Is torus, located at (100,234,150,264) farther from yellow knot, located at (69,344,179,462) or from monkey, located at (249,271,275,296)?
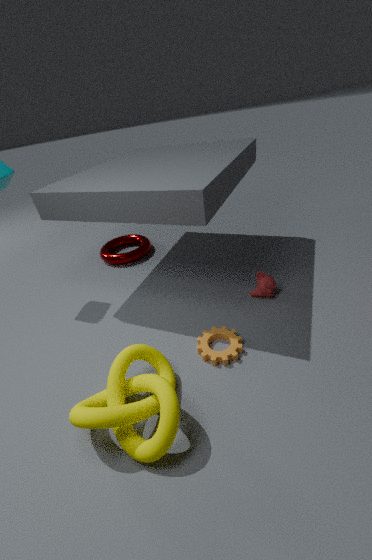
yellow knot, located at (69,344,179,462)
